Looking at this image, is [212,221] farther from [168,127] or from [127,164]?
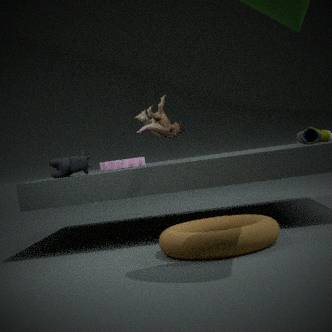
[127,164]
